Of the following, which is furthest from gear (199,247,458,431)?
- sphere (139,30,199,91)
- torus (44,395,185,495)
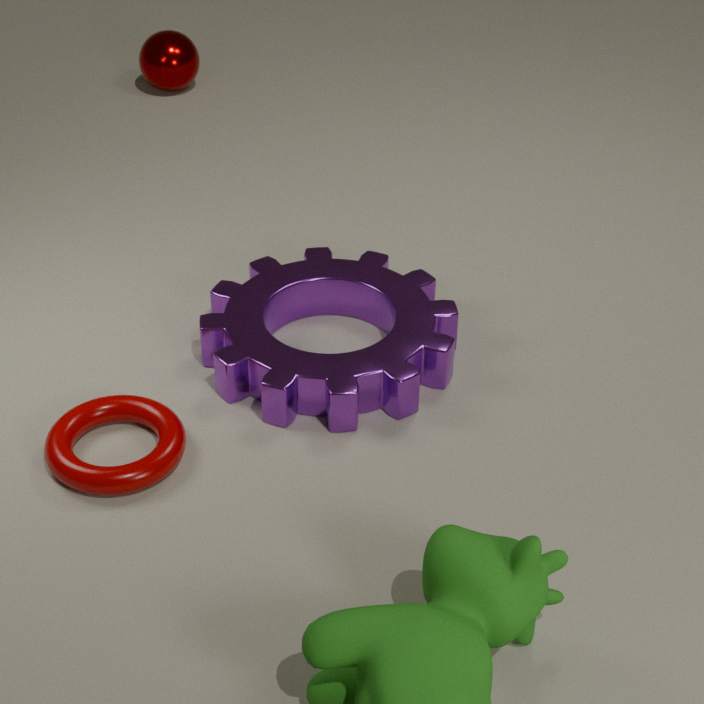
sphere (139,30,199,91)
